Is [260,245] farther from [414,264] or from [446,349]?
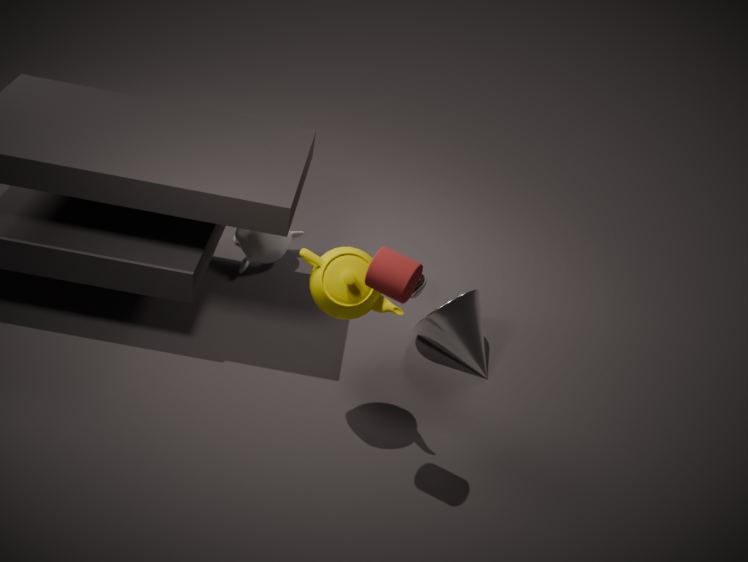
[414,264]
